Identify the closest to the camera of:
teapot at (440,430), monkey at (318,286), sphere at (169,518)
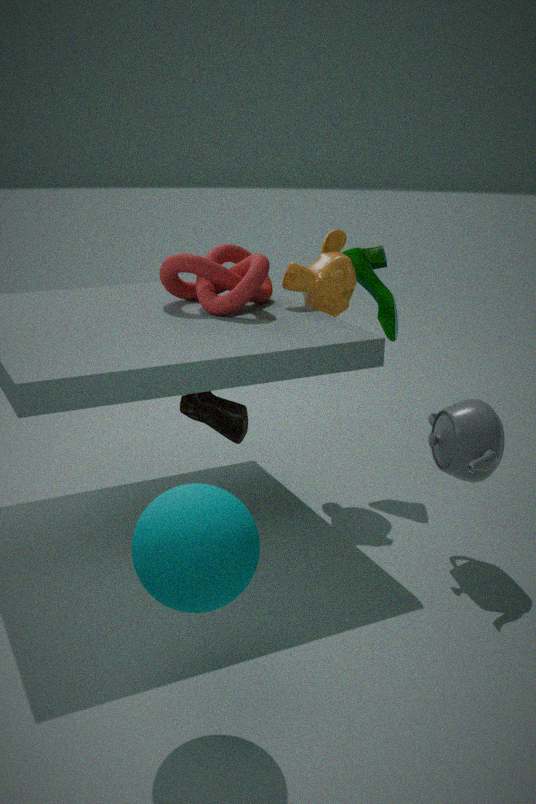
sphere at (169,518)
